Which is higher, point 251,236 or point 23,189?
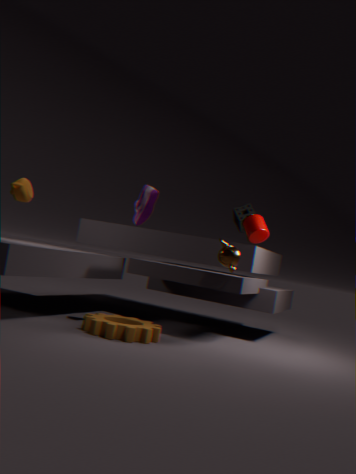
point 251,236
